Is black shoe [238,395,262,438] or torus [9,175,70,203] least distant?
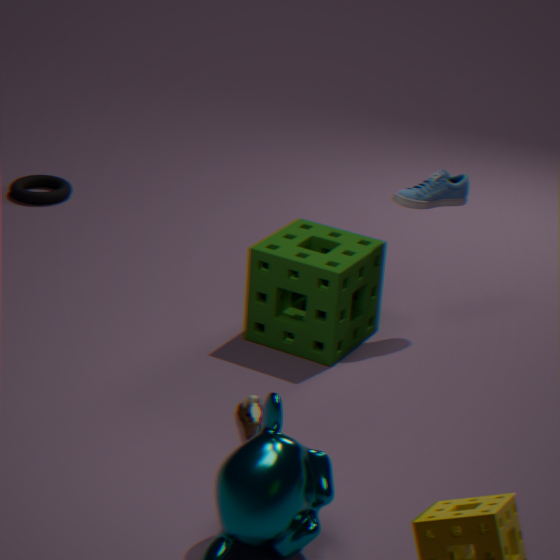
black shoe [238,395,262,438]
